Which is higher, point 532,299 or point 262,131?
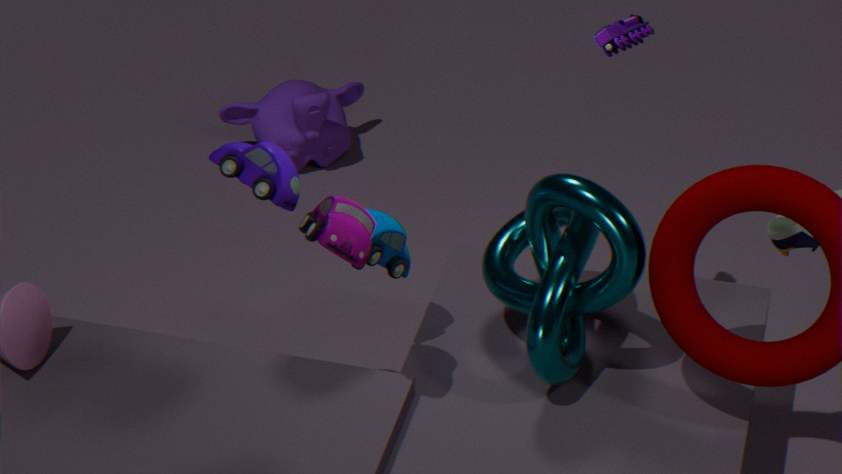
point 532,299
